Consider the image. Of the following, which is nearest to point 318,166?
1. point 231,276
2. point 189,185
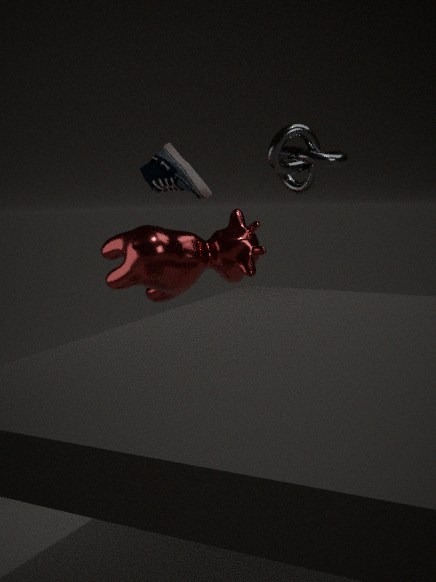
point 189,185
